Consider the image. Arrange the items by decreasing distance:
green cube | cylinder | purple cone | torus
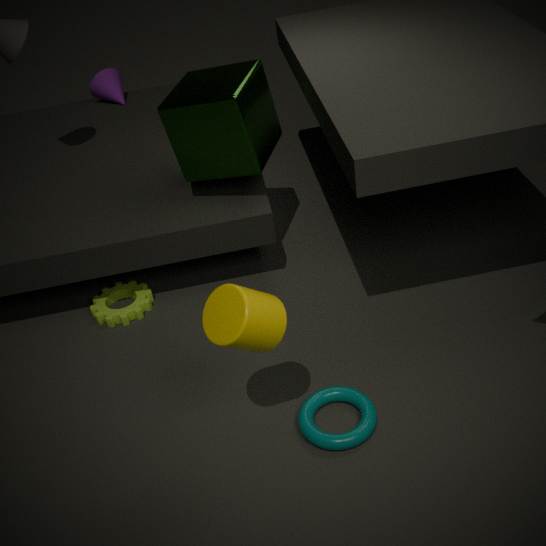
purple cone, green cube, torus, cylinder
